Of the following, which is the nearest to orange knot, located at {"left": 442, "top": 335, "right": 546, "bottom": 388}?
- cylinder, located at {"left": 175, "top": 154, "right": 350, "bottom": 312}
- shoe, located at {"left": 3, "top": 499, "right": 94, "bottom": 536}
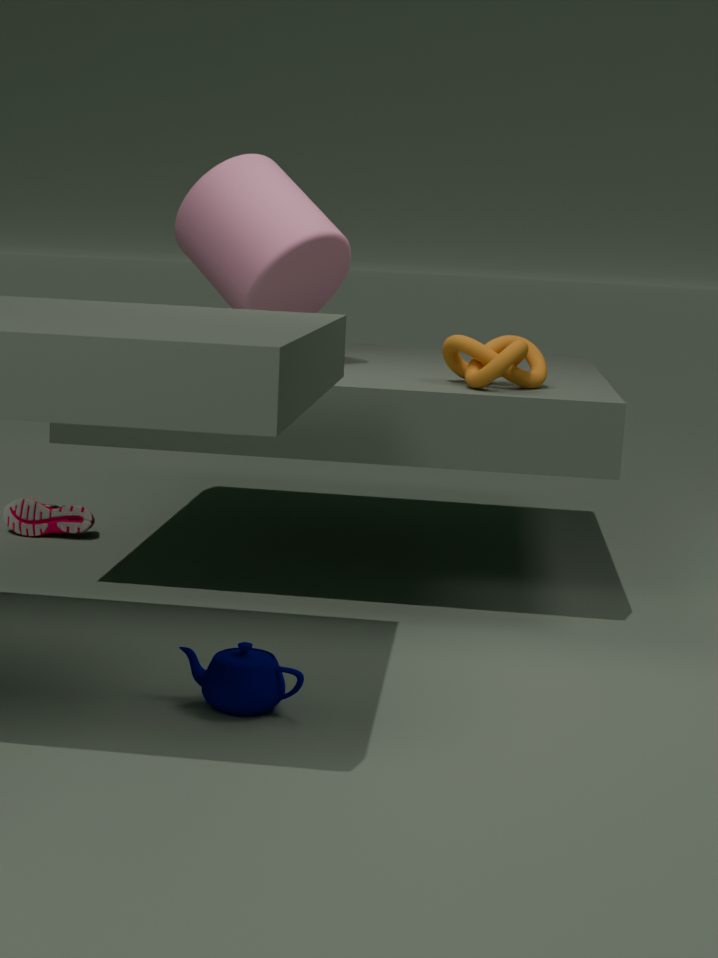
cylinder, located at {"left": 175, "top": 154, "right": 350, "bottom": 312}
